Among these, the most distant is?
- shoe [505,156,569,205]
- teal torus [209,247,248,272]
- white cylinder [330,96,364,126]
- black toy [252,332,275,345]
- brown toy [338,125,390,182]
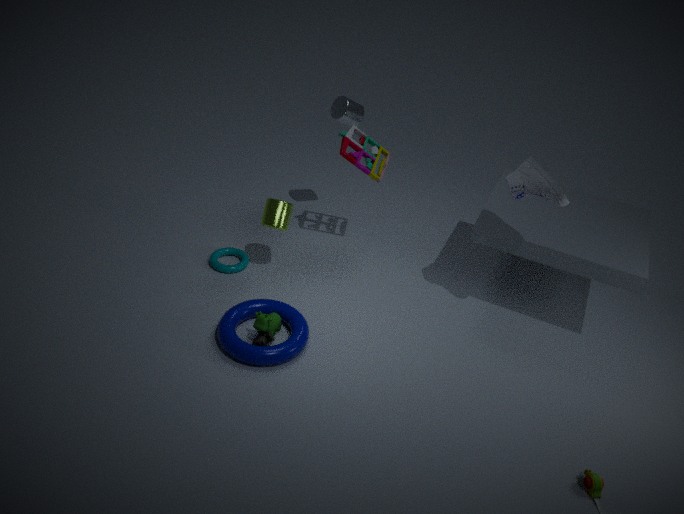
white cylinder [330,96,364,126]
